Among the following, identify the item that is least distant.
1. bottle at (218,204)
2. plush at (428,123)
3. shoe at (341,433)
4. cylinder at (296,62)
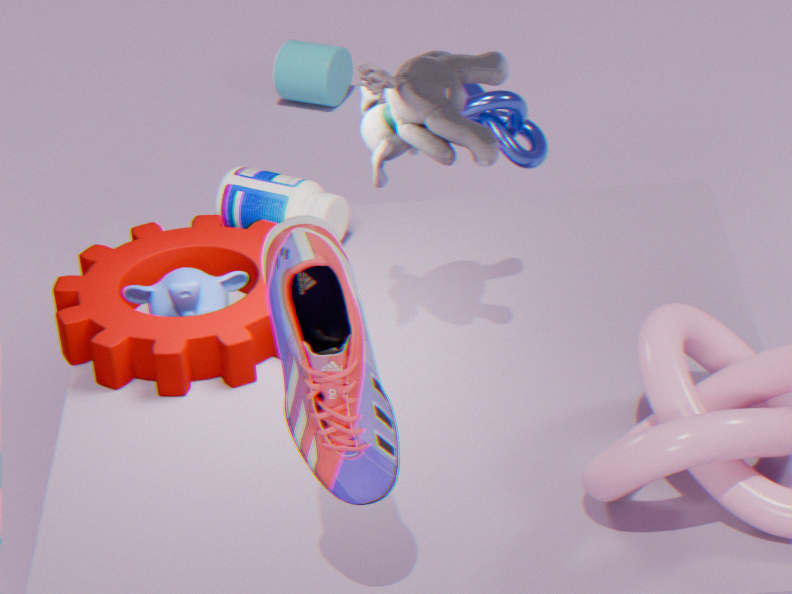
shoe at (341,433)
